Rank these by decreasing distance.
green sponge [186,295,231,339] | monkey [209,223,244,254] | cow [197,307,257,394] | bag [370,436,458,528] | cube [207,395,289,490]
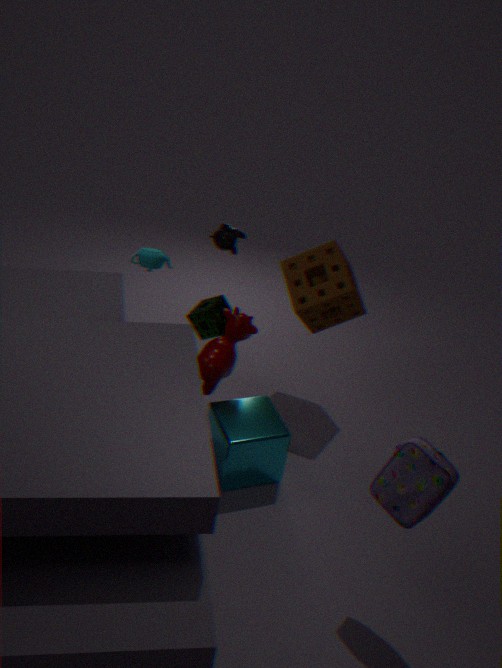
green sponge [186,295,231,339] → monkey [209,223,244,254] → cow [197,307,257,394] → cube [207,395,289,490] → bag [370,436,458,528]
